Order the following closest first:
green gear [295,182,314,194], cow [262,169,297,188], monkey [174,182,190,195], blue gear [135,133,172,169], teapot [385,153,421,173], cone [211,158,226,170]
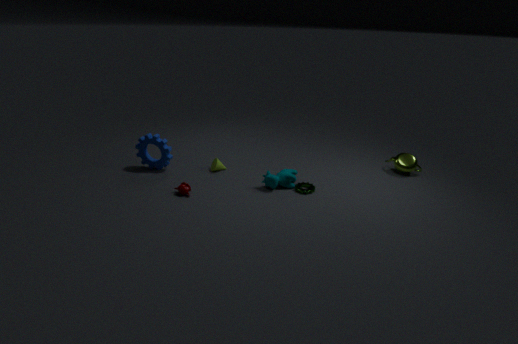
monkey [174,182,190,195], cow [262,169,297,188], green gear [295,182,314,194], blue gear [135,133,172,169], cone [211,158,226,170], teapot [385,153,421,173]
